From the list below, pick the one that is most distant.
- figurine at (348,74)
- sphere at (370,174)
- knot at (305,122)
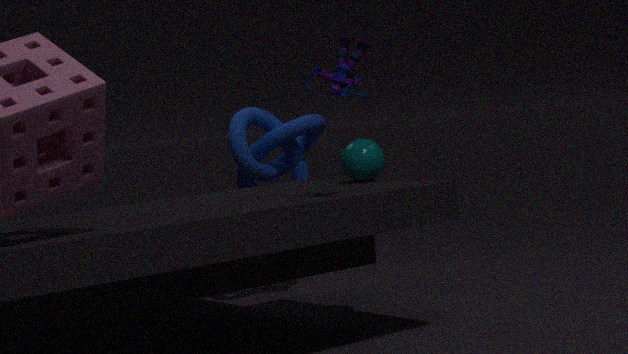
knot at (305,122)
